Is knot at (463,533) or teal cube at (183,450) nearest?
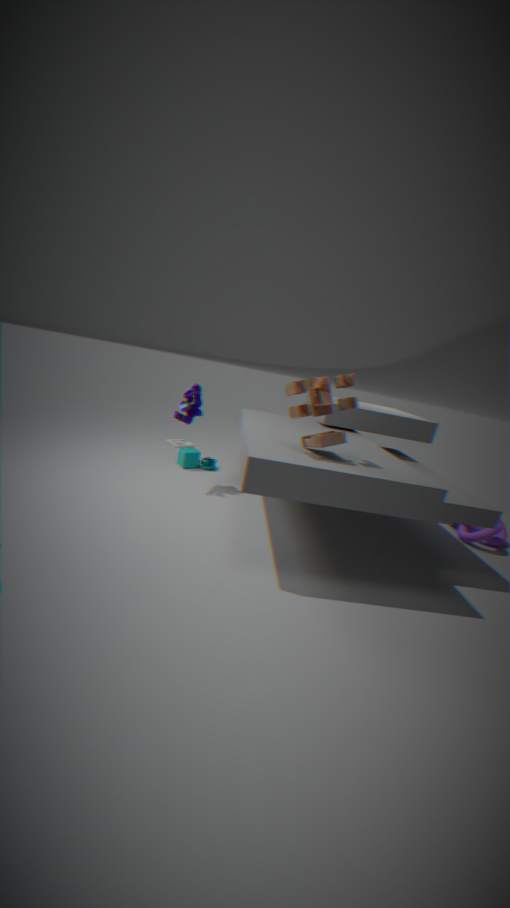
knot at (463,533)
